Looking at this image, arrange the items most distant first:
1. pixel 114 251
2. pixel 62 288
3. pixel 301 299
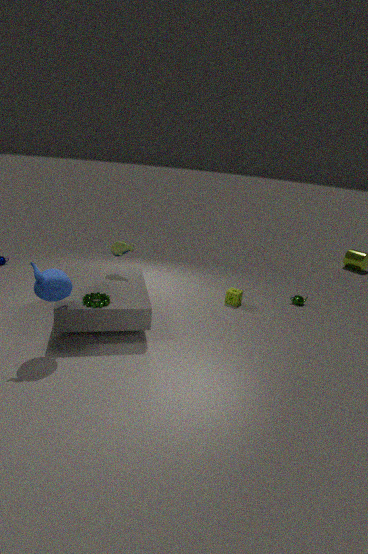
1. pixel 301 299
2. pixel 114 251
3. pixel 62 288
